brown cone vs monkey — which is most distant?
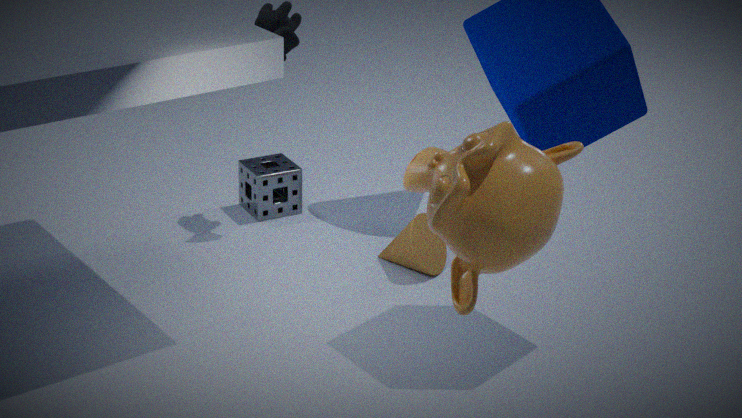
brown cone
